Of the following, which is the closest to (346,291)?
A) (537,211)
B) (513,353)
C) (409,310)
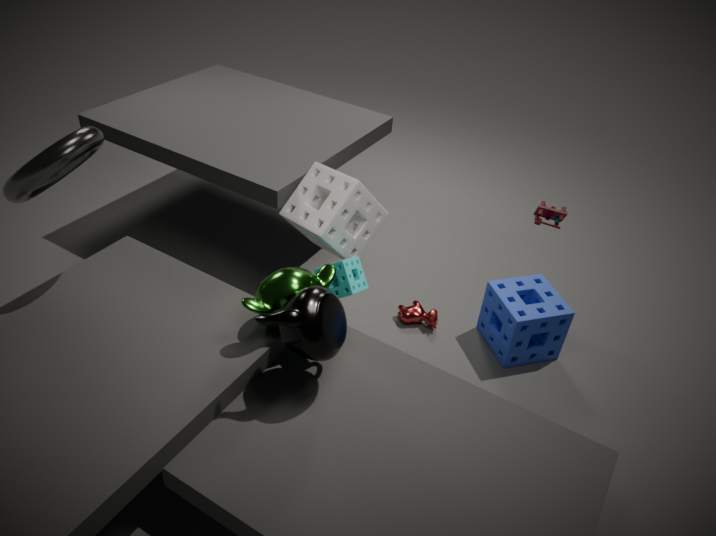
(409,310)
